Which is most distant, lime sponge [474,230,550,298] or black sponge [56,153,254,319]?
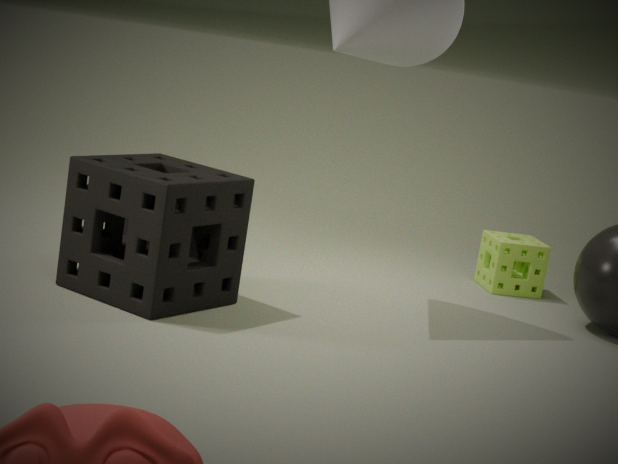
lime sponge [474,230,550,298]
